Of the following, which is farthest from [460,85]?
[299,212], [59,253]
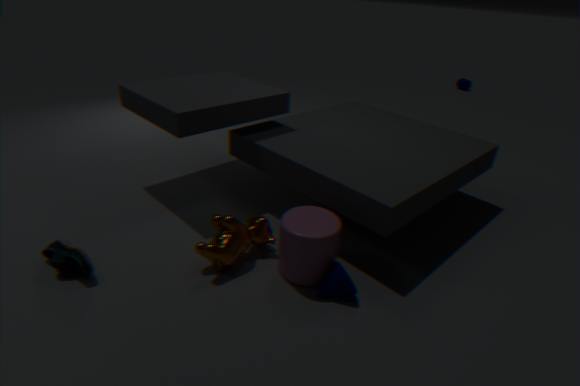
[59,253]
